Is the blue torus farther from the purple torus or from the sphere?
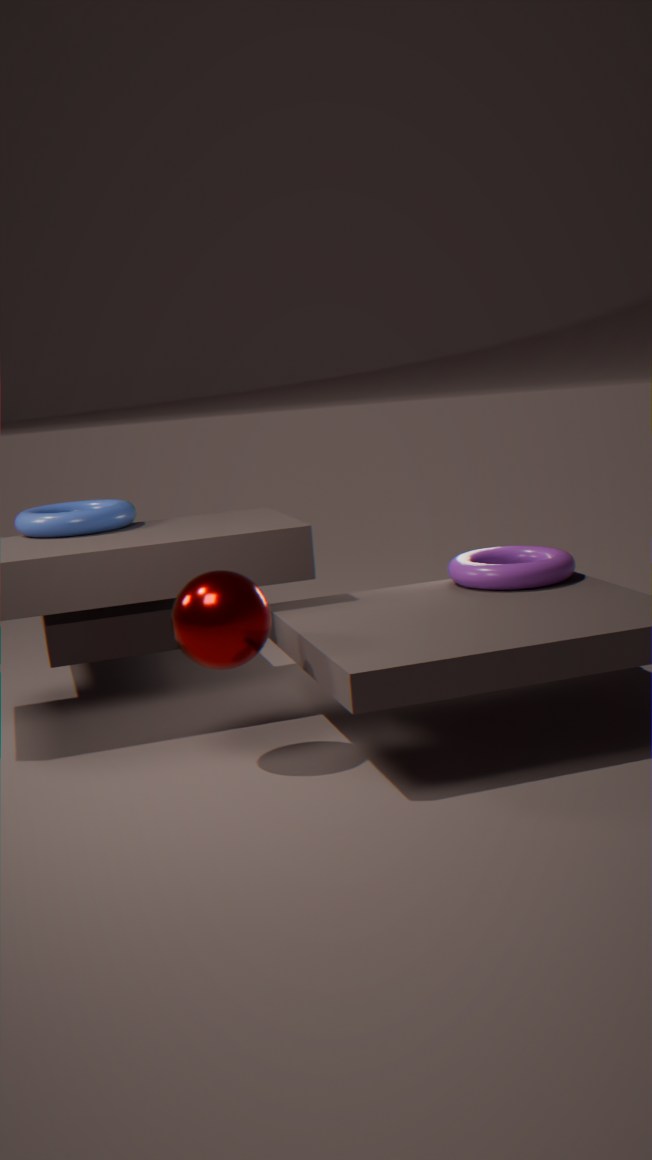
the purple torus
